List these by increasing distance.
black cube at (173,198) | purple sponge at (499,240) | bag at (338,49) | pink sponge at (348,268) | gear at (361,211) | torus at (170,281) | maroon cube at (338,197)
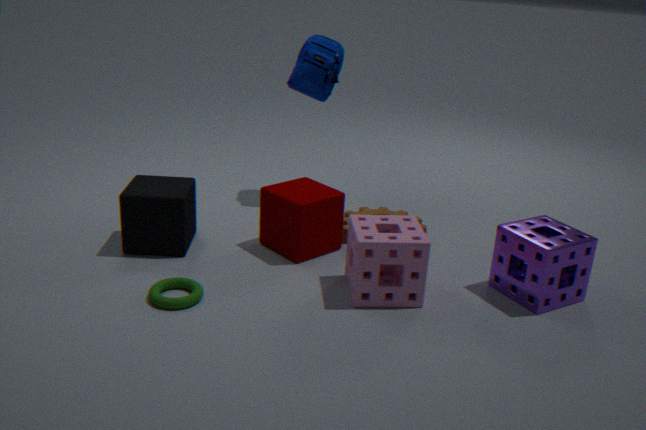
1. torus at (170,281)
2. pink sponge at (348,268)
3. purple sponge at (499,240)
4. black cube at (173,198)
5. maroon cube at (338,197)
6. gear at (361,211)
7. bag at (338,49)
